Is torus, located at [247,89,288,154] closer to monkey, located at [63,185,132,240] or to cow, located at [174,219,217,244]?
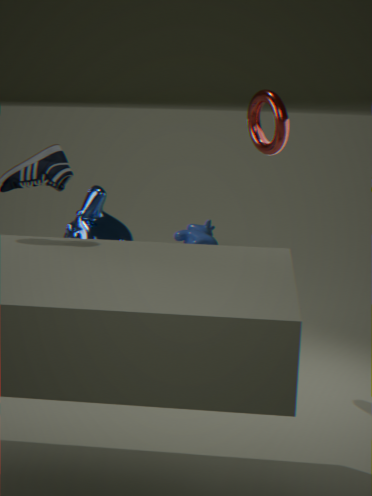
monkey, located at [63,185,132,240]
